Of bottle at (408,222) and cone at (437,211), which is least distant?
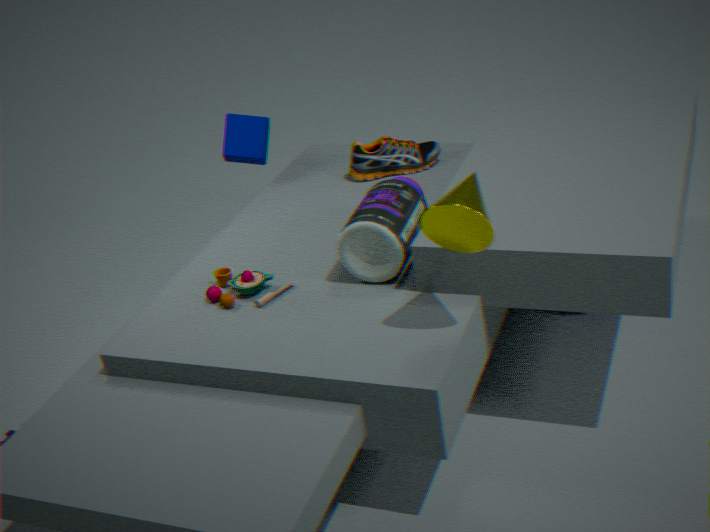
cone at (437,211)
